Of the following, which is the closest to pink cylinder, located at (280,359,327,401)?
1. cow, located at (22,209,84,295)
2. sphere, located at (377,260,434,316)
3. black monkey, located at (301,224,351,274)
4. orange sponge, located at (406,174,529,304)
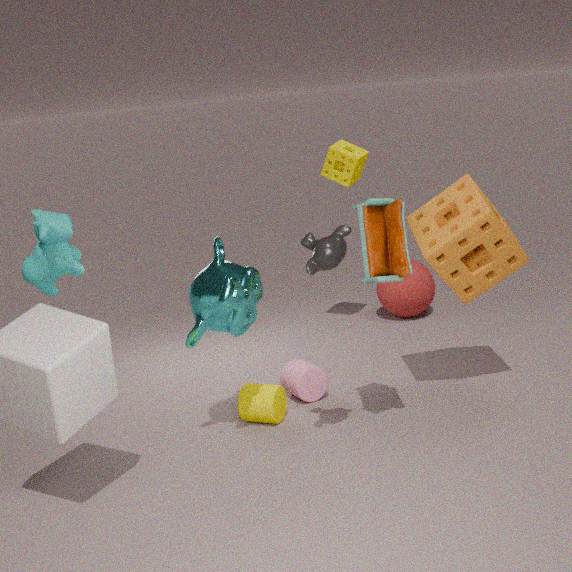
orange sponge, located at (406,174,529,304)
